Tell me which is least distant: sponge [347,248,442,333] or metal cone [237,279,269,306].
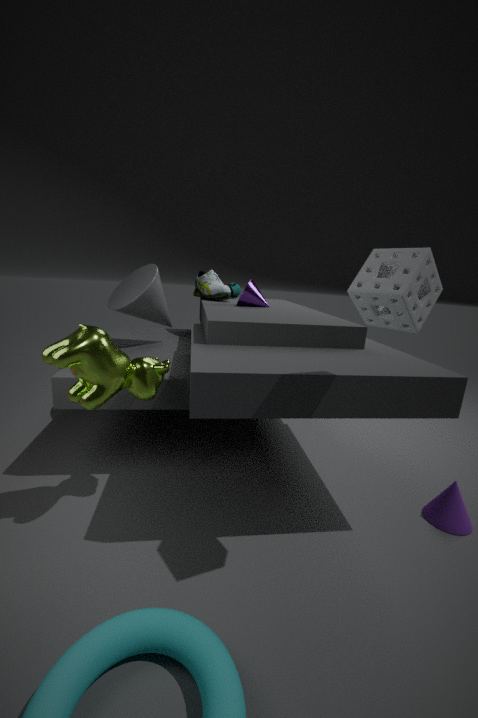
sponge [347,248,442,333]
